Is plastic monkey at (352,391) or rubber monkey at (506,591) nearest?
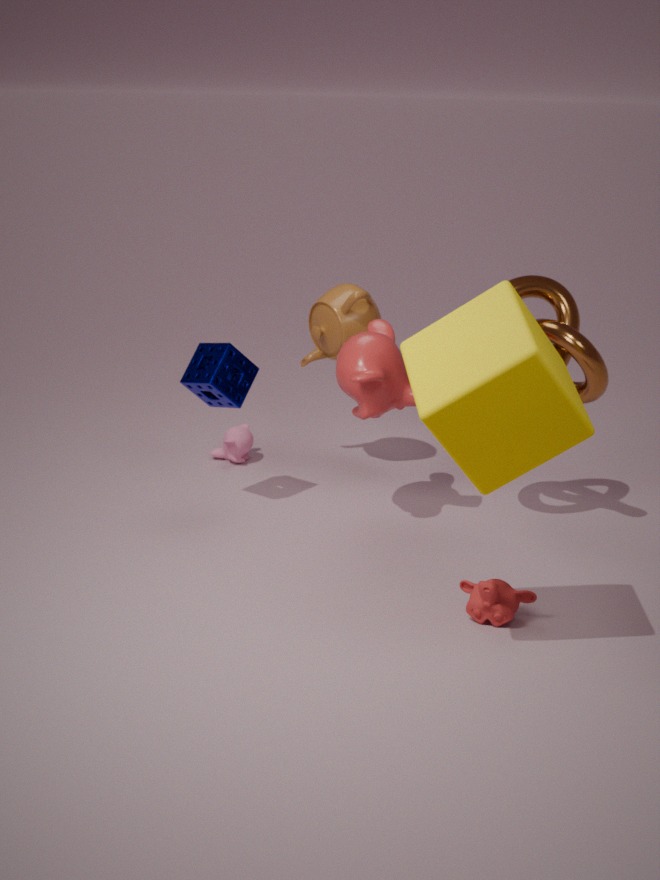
rubber monkey at (506,591)
